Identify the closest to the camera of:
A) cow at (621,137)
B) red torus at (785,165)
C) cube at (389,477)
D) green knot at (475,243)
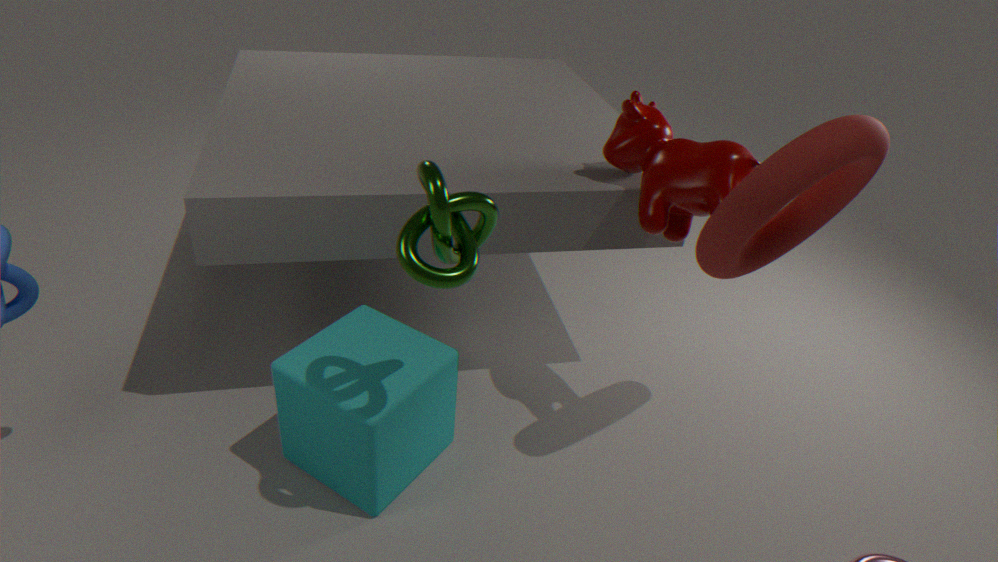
green knot at (475,243)
